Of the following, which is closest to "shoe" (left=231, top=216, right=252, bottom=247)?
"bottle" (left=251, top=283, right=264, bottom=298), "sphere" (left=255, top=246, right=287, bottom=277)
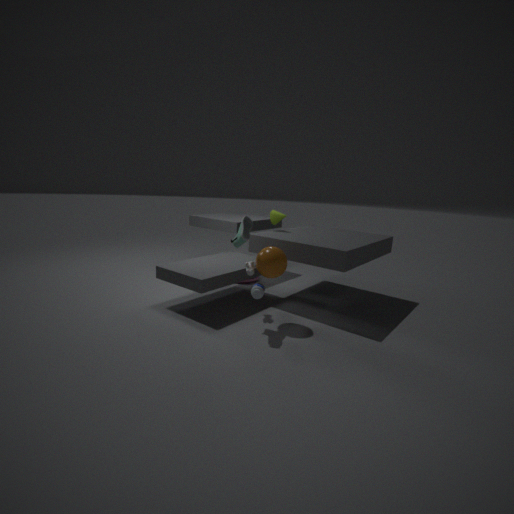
"sphere" (left=255, top=246, right=287, bottom=277)
